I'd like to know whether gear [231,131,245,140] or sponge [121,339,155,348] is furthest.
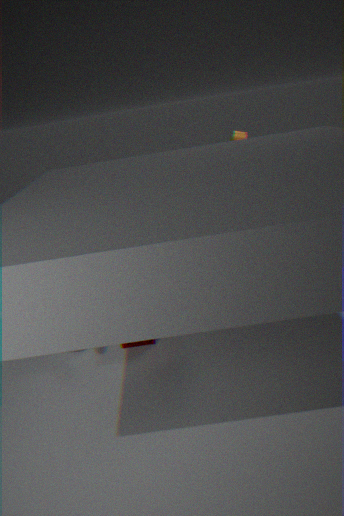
gear [231,131,245,140]
